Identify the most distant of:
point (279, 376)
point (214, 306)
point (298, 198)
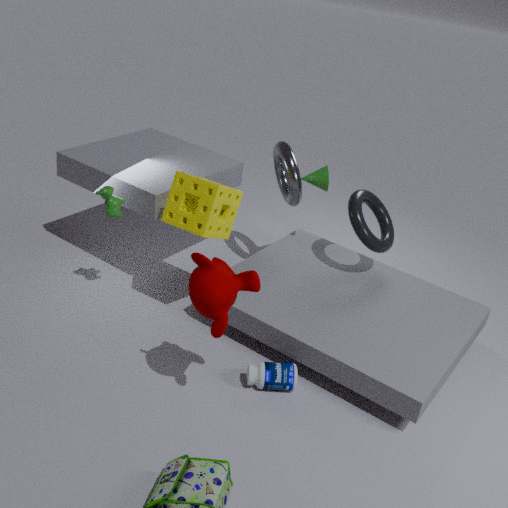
point (298, 198)
